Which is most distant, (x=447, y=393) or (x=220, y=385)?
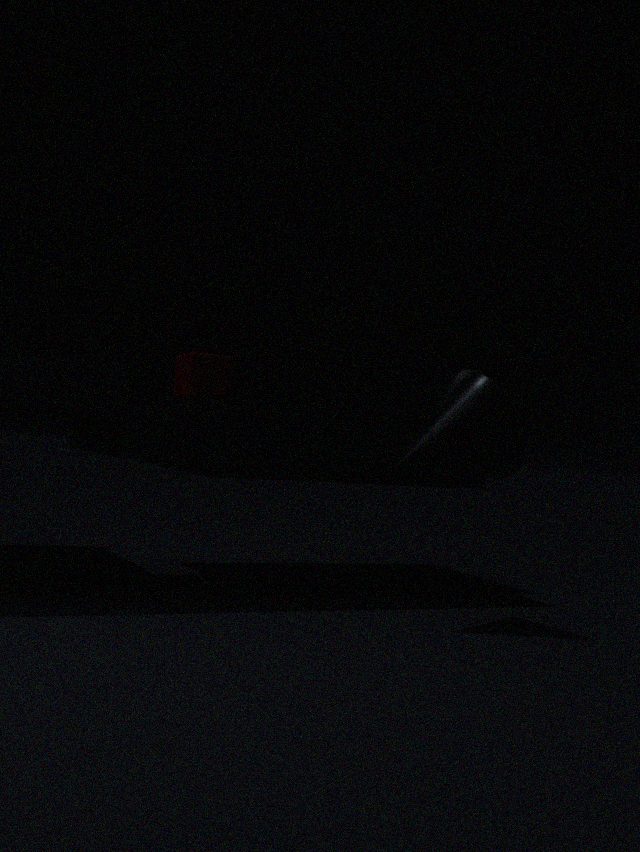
(x=220, y=385)
